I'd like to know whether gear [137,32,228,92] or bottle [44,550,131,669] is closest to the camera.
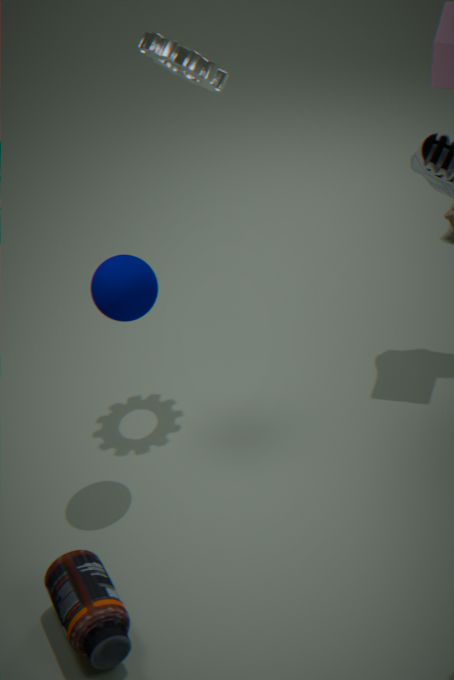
bottle [44,550,131,669]
